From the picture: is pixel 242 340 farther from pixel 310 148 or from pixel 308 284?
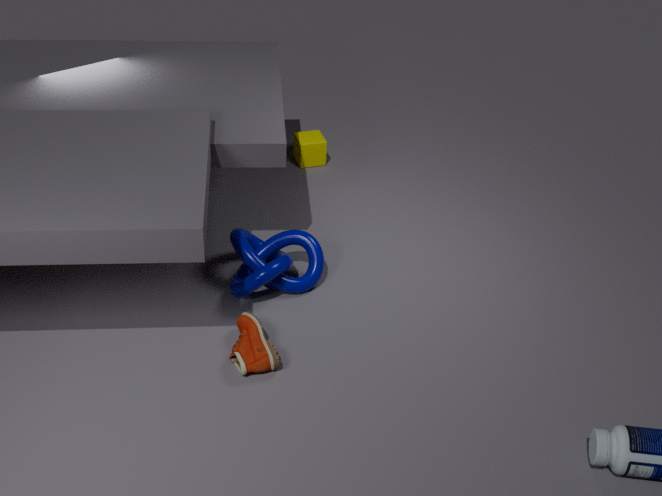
pixel 310 148
